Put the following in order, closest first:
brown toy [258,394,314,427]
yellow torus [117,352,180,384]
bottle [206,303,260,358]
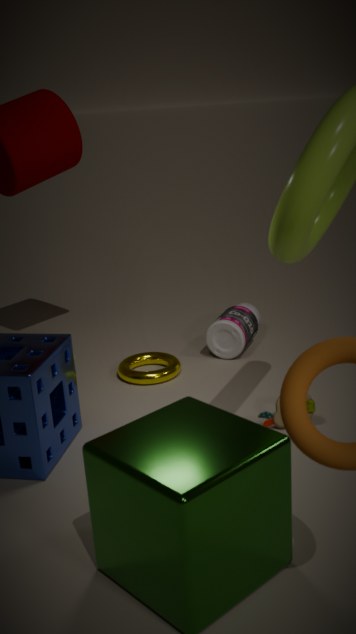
brown toy [258,394,314,427]
yellow torus [117,352,180,384]
bottle [206,303,260,358]
